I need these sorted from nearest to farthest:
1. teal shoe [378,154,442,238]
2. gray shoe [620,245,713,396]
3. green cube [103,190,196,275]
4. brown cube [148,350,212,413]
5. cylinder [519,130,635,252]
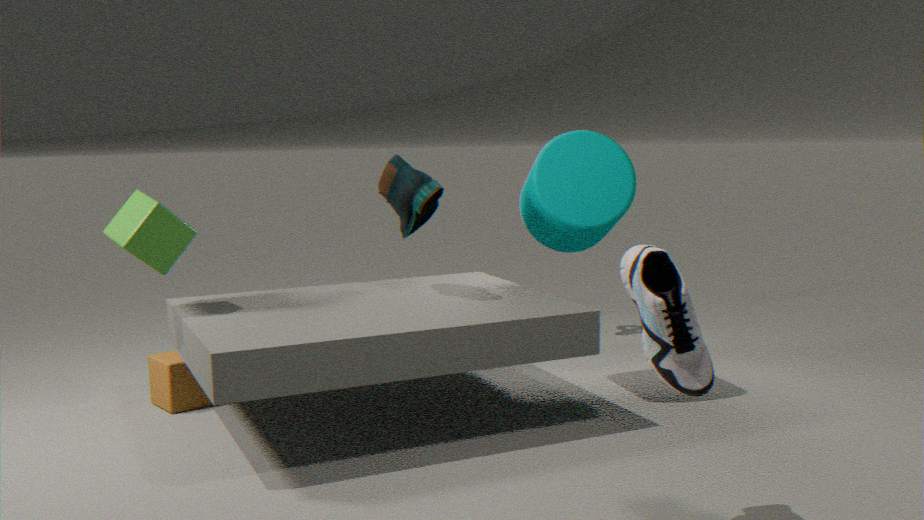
gray shoe [620,245,713,396] → green cube [103,190,196,275] → teal shoe [378,154,442,238] → cylinder [519,130,635,252] → brown cube [148,350,212,413]
